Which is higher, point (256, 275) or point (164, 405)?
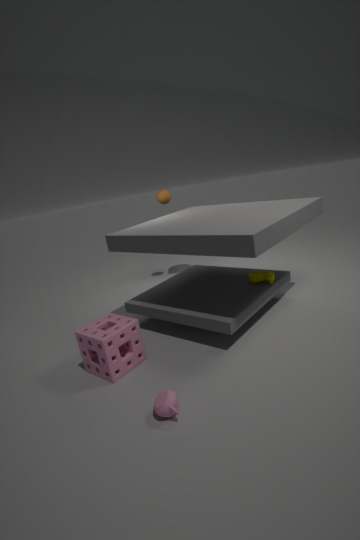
point (256, 275)
